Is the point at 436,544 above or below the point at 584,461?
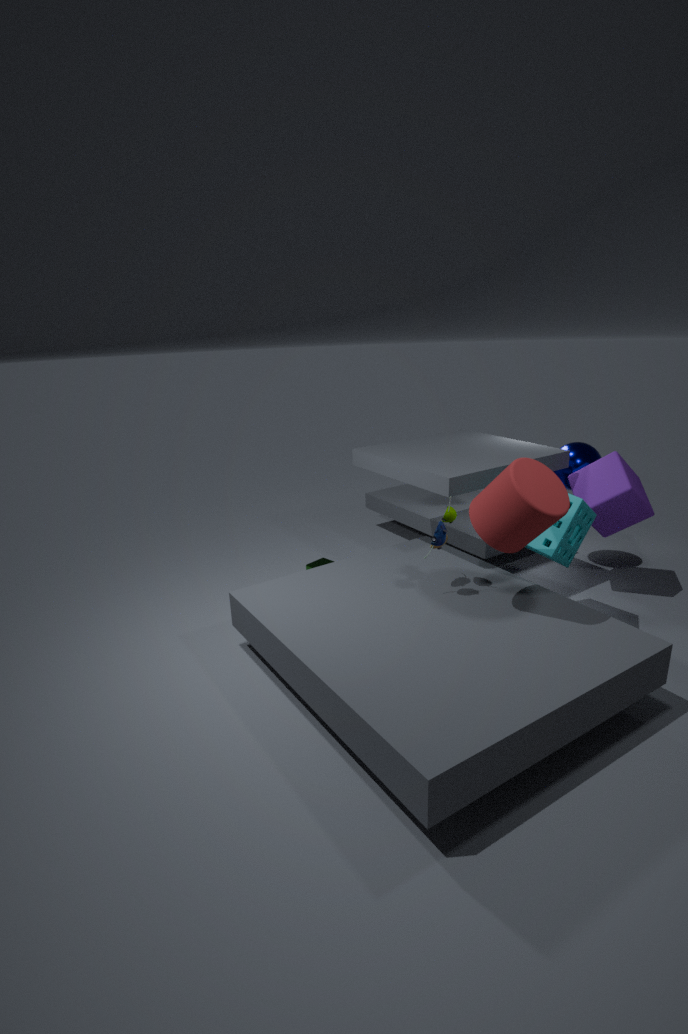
below
